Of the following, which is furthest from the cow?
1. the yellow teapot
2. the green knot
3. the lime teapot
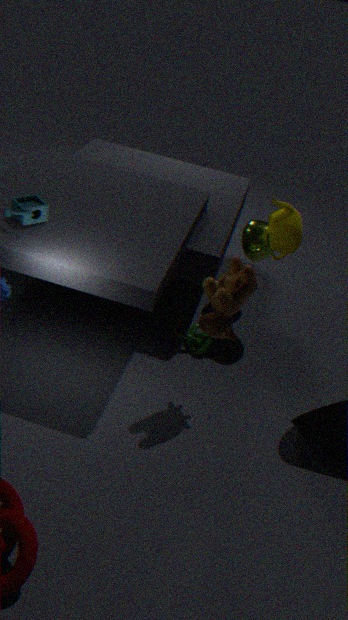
the lime teapot
